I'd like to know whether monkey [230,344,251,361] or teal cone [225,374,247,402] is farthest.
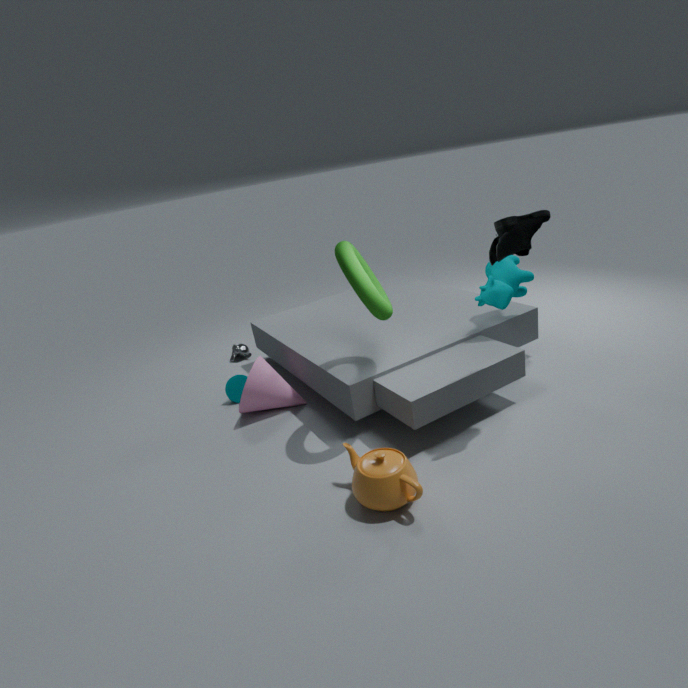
monkey [230,344,251,361]
